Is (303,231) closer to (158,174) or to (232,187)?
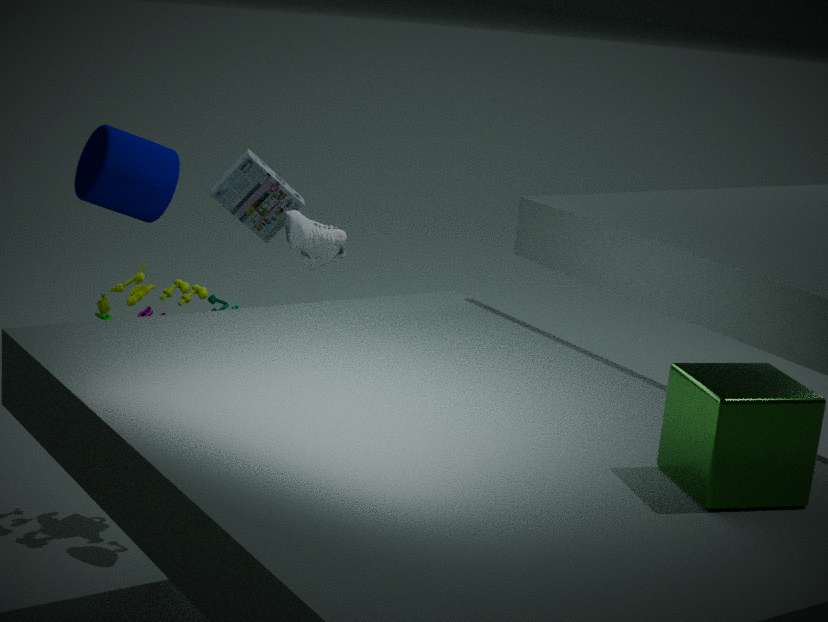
(232,187)
